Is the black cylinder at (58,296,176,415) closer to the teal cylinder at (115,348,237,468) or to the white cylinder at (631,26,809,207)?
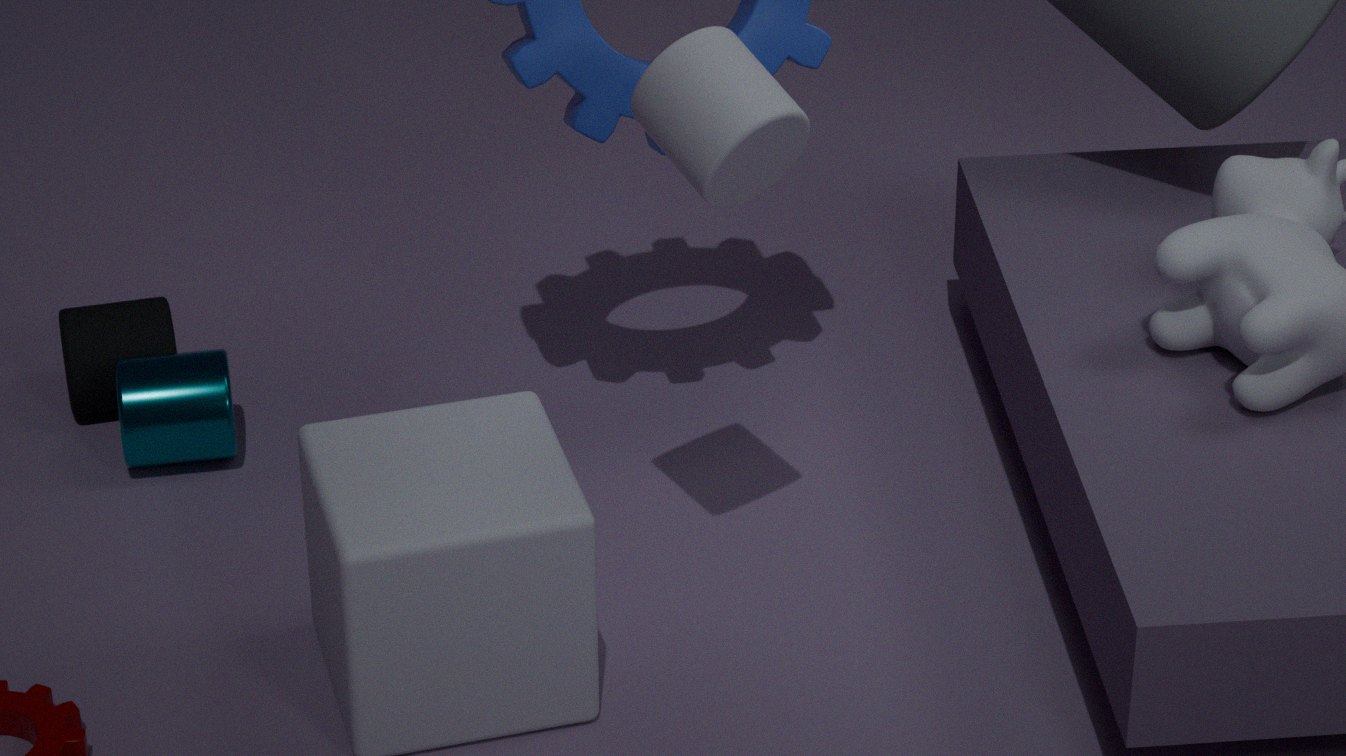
the teal cylinder at (115,348,237,468)
